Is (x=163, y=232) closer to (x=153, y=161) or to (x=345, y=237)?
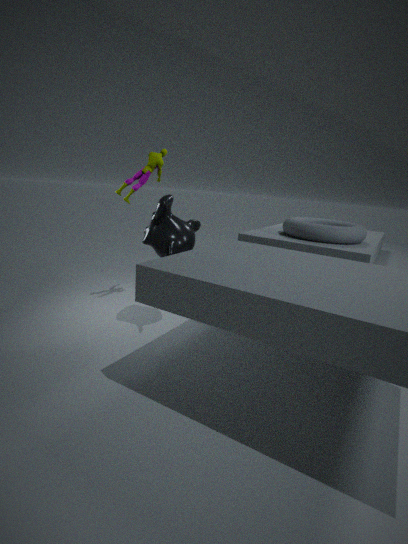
(x=153, y=161)
